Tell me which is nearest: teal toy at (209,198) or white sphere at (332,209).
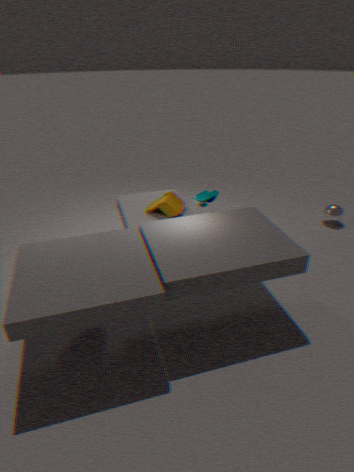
teal toy at (209,198)
